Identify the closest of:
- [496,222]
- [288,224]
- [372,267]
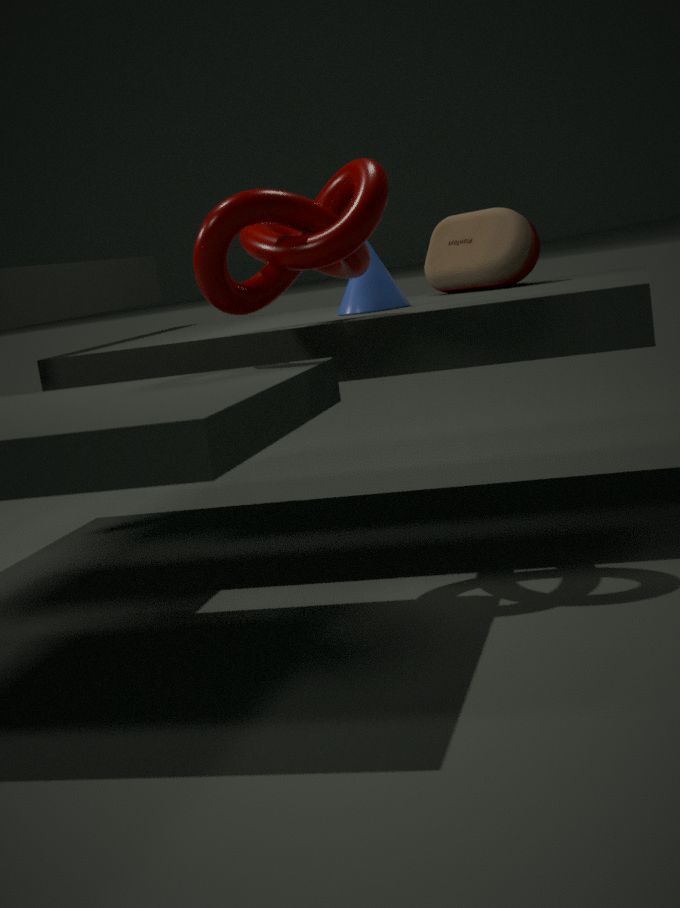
[288,224]
